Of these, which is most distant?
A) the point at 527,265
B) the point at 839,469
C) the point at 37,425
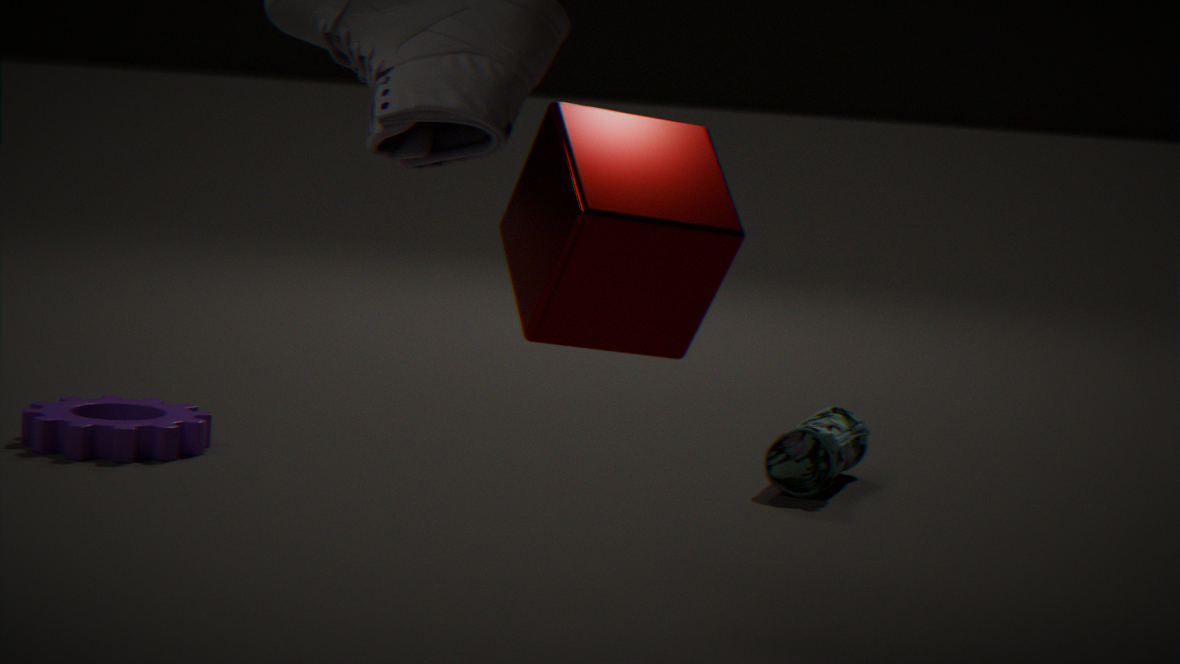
the point at 839,469
